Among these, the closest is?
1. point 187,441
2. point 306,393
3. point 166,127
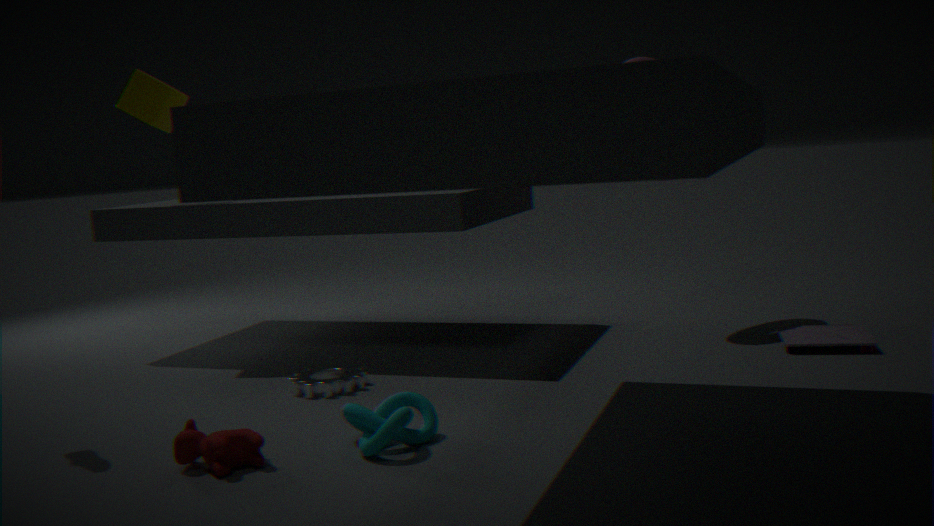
point 187,441
